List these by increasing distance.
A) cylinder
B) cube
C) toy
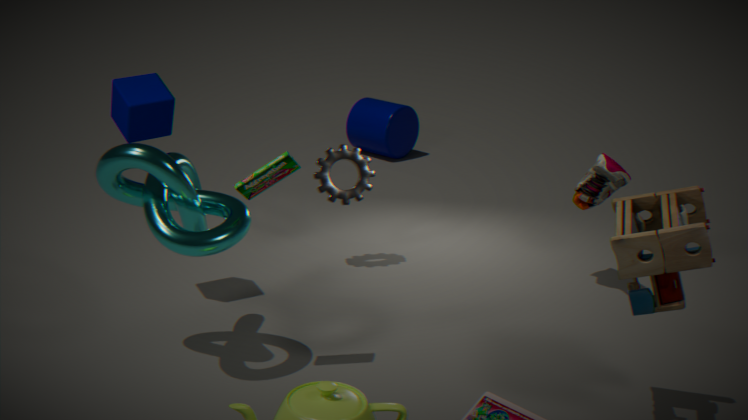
toy < cube < cylinder
